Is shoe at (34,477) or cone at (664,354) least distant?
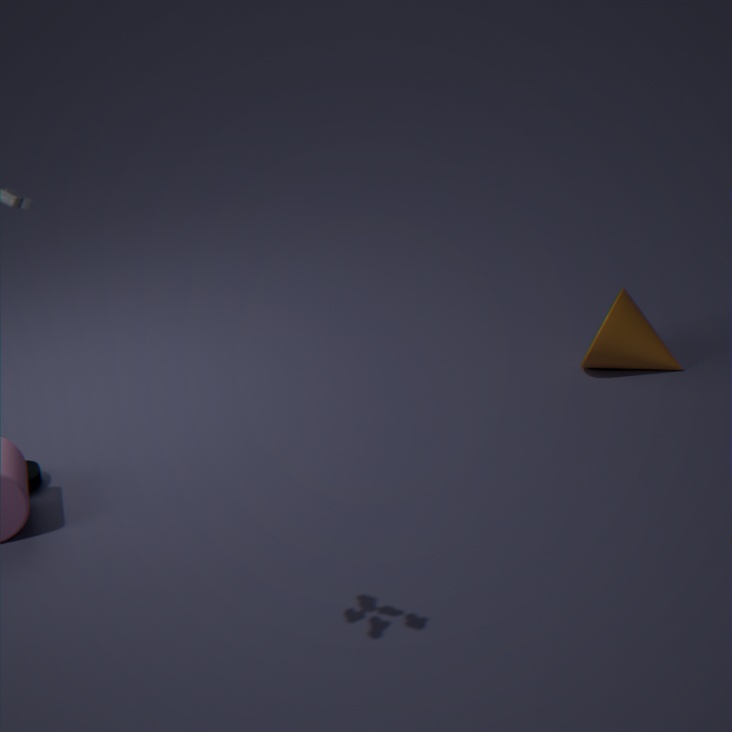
shoe at (34,477)
